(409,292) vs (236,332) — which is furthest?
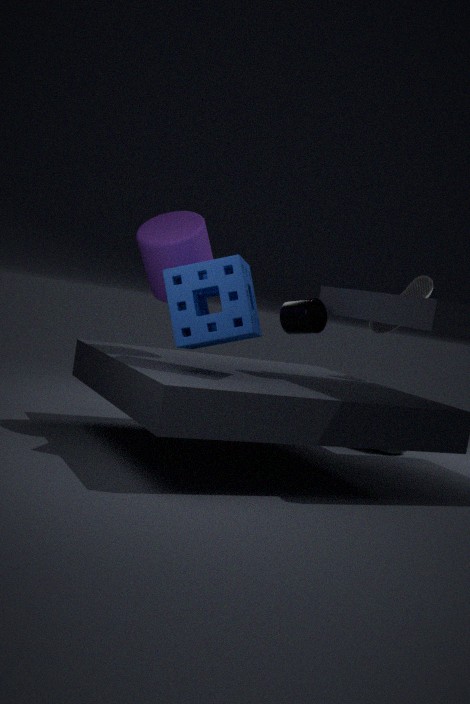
(409,292)
